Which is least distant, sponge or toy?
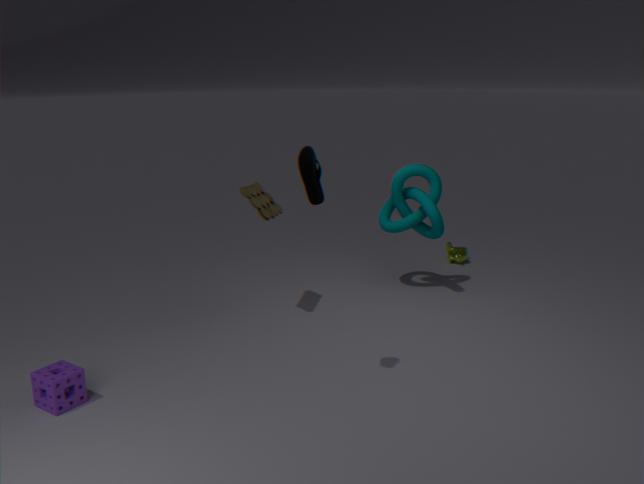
sponge
